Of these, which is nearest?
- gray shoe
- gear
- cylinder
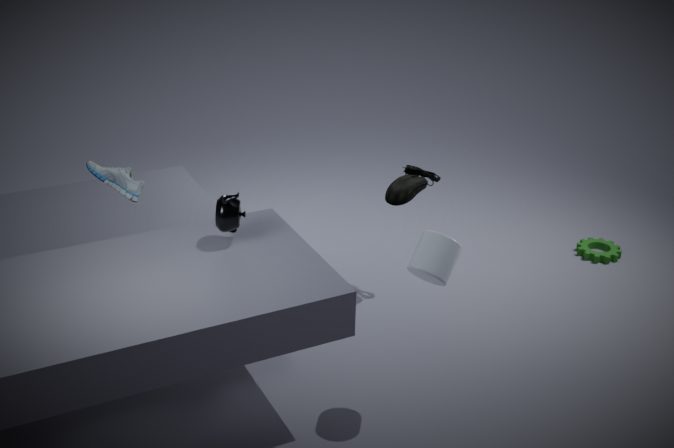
cylinder
